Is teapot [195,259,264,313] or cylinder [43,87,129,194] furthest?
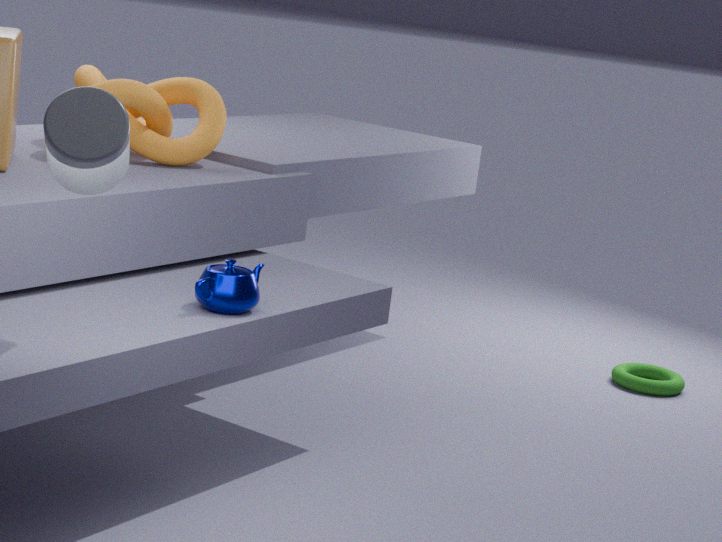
teapot [195,259,264,313]
